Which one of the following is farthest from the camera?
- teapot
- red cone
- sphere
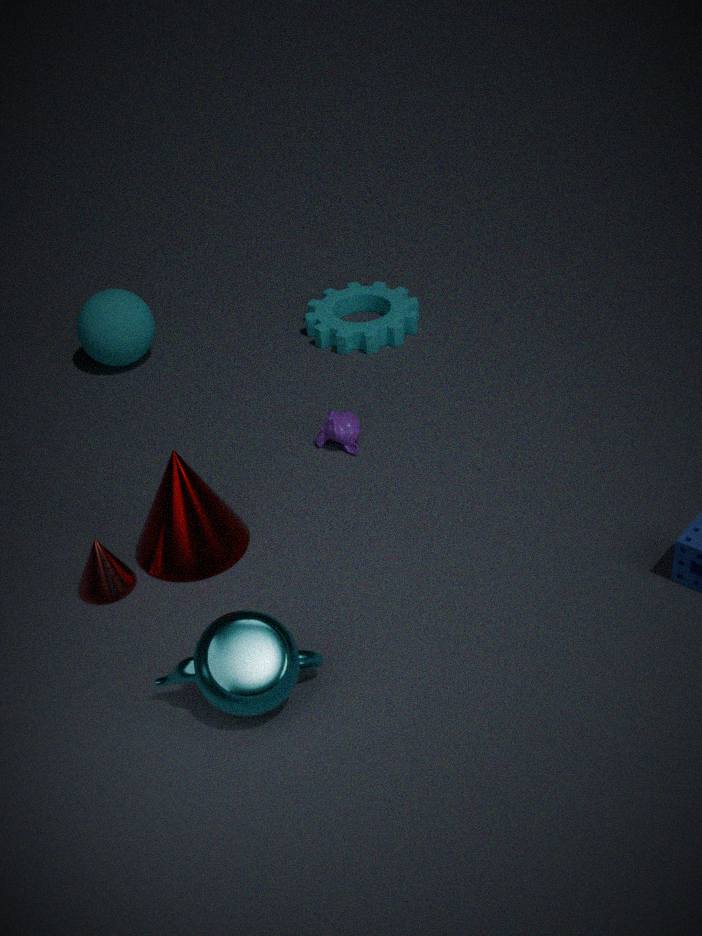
sphere
